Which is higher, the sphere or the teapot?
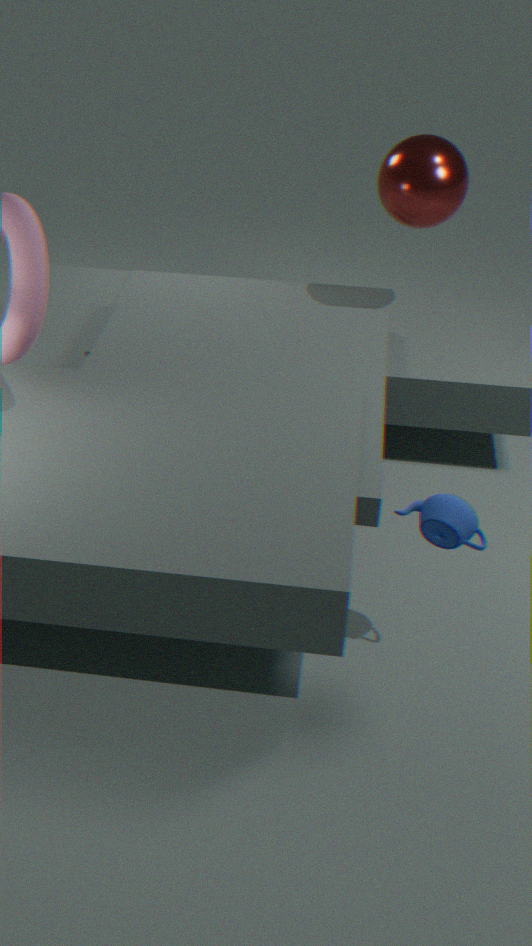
the sphere
